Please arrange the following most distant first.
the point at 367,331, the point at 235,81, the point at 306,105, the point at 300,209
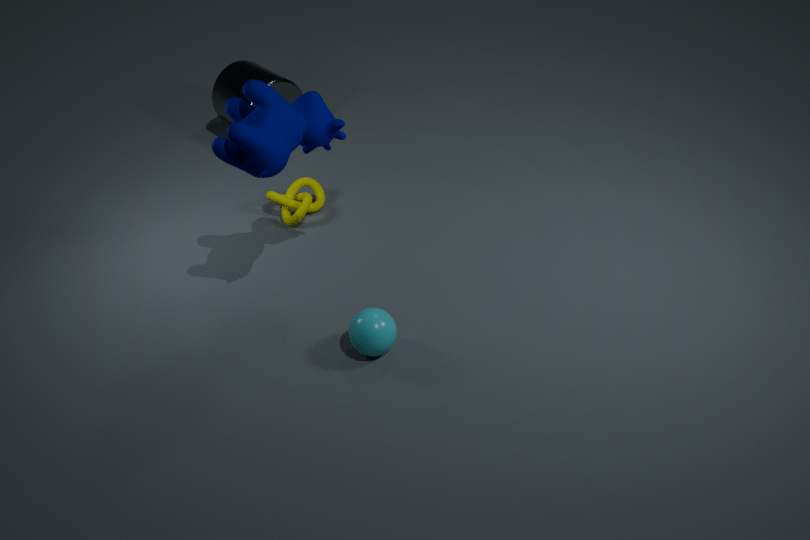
the point at 235,81
the point at 300,209
the point at 306,105
the point at 367,331
